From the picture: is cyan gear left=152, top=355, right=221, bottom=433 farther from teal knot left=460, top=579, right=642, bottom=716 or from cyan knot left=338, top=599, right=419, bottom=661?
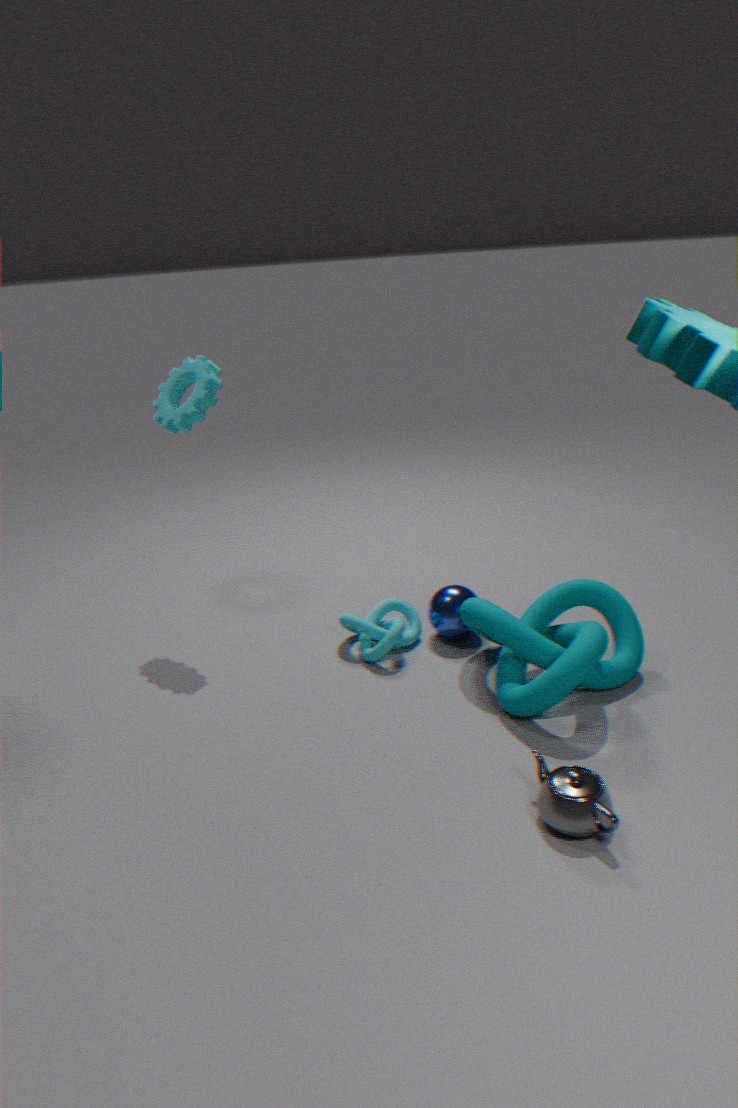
teal knot left=460, top=579, right=642, bottom=716
